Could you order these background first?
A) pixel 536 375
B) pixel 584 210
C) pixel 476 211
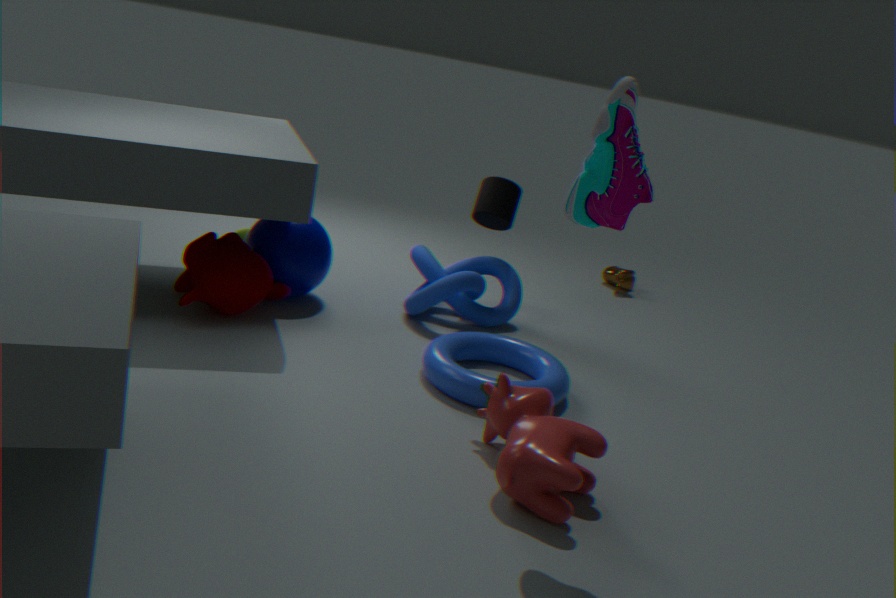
1. pixel 476 211
2. pixel 536 375
3. pixel 584 210
